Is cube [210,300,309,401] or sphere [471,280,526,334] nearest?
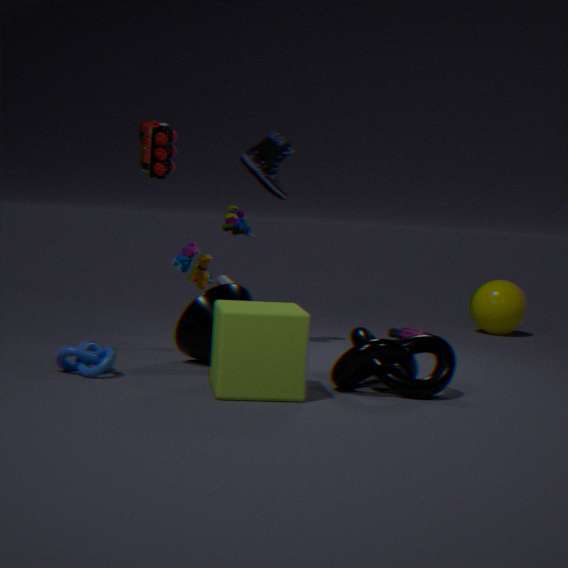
cube [210,300,309,401]
